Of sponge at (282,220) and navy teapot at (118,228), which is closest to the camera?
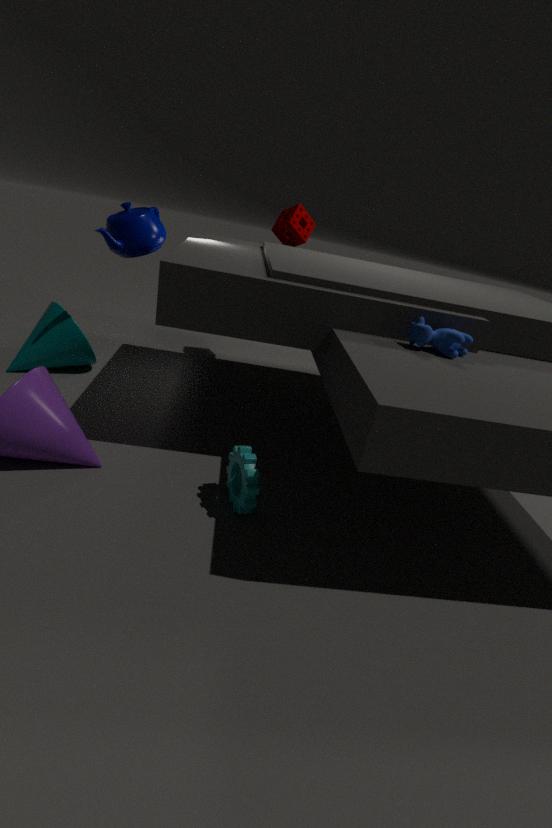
navy teapot at (118,228)
